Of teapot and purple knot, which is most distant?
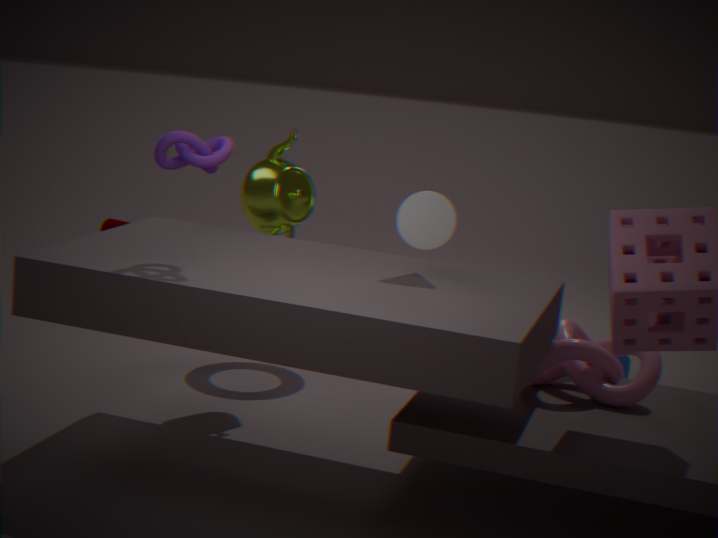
teapot
